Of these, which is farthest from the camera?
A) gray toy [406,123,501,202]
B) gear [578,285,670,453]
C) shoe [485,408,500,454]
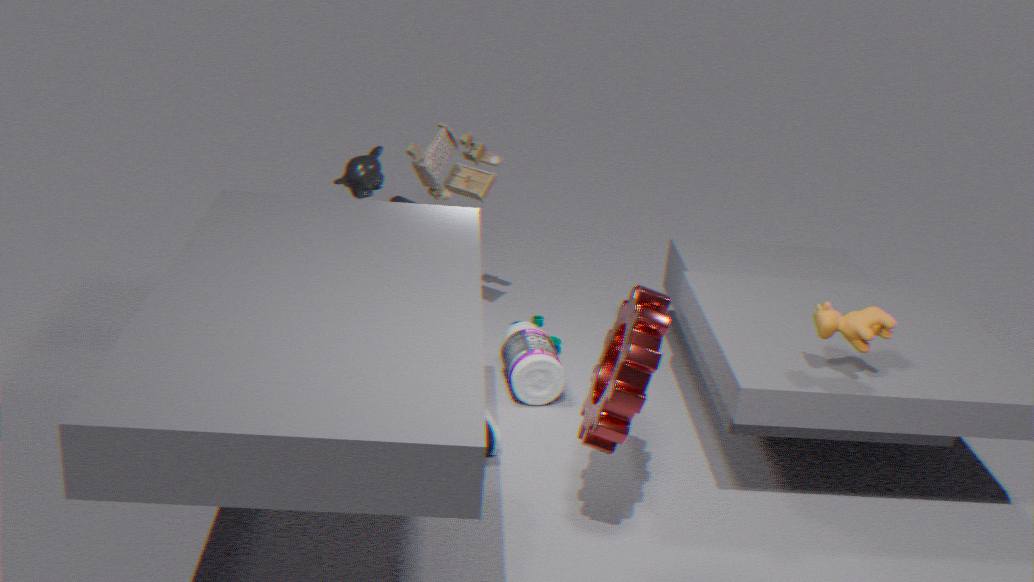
gray toy [406,123,501,202]
